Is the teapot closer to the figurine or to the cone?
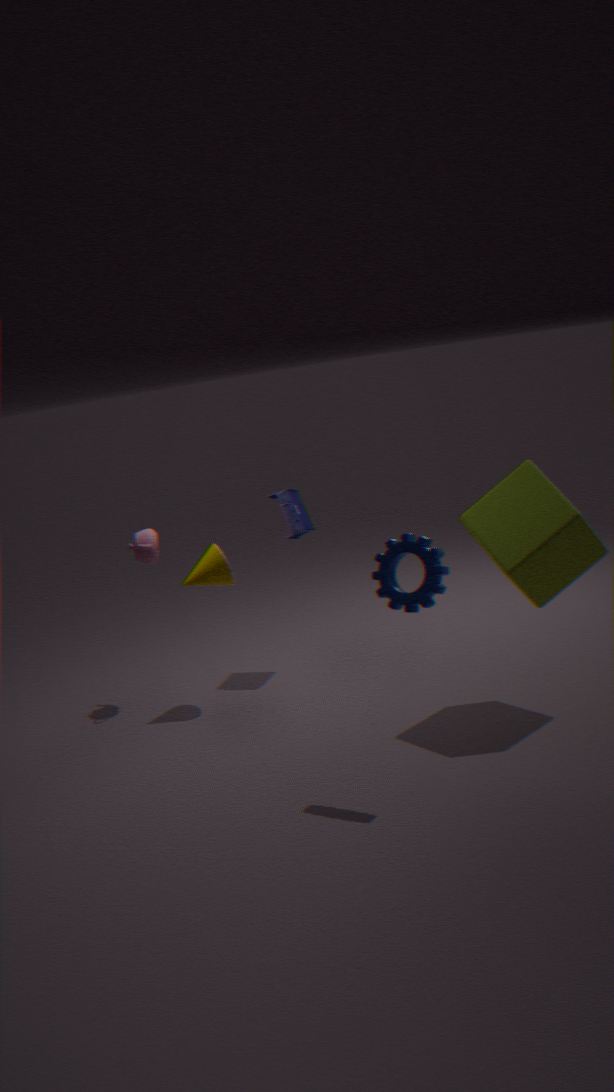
the cone
